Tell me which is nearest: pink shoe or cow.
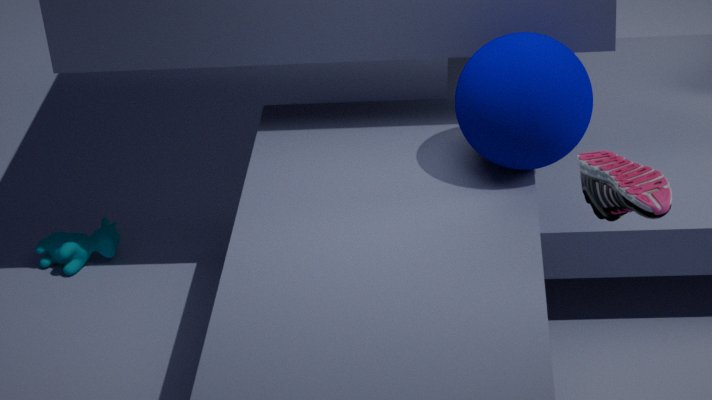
pink shoe
